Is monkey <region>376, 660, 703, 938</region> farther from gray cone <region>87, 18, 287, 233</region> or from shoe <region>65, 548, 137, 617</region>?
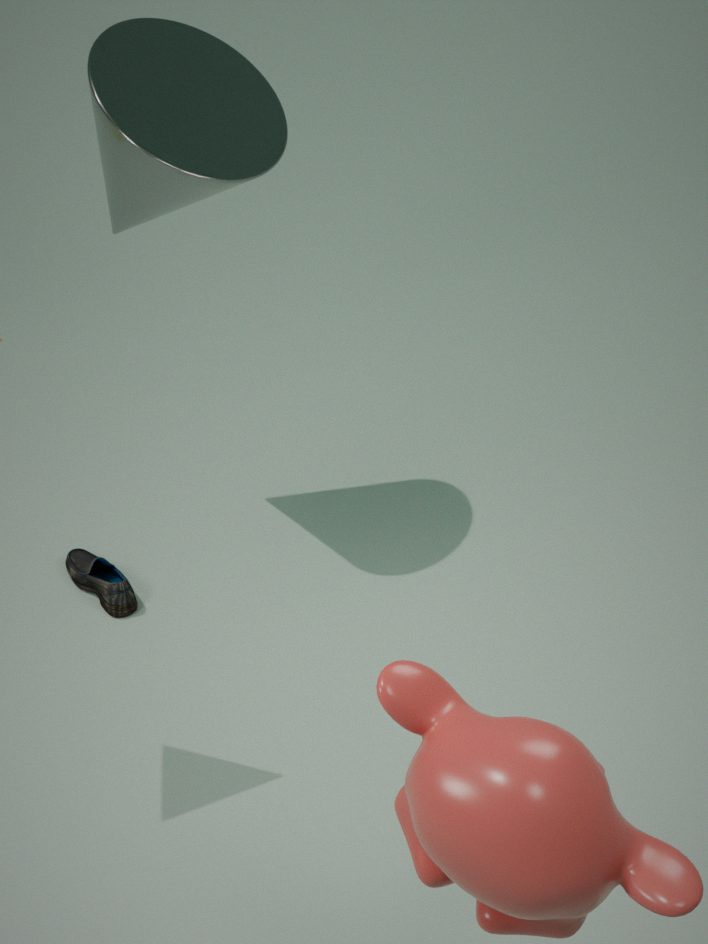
shoe <region>65, 548, 137, 617</region>
